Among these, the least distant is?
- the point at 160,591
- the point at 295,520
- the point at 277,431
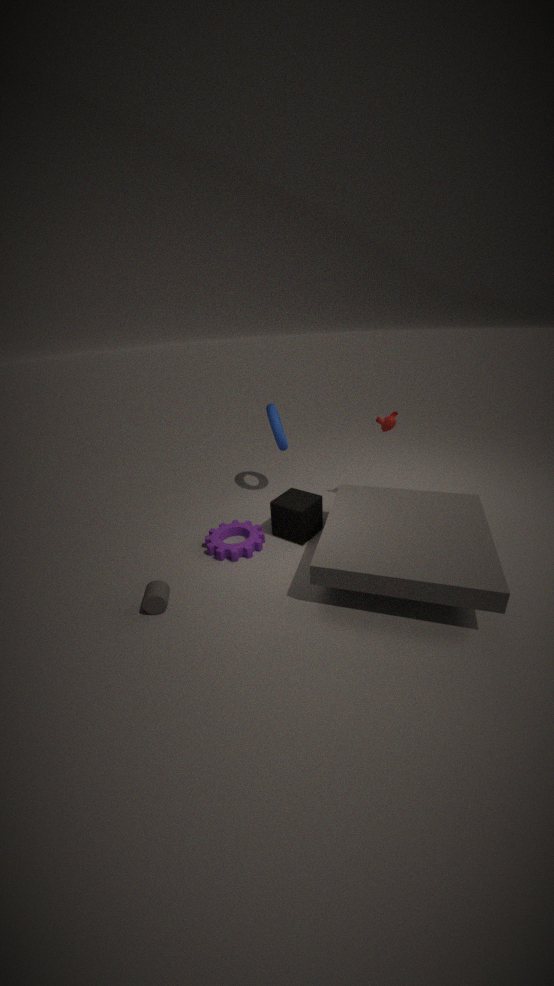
the point at 160,591
